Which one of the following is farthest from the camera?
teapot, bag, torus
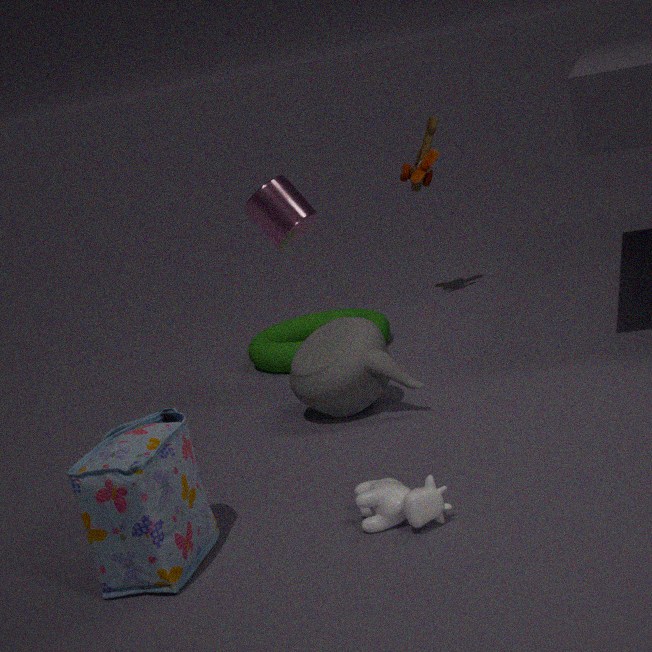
torus
